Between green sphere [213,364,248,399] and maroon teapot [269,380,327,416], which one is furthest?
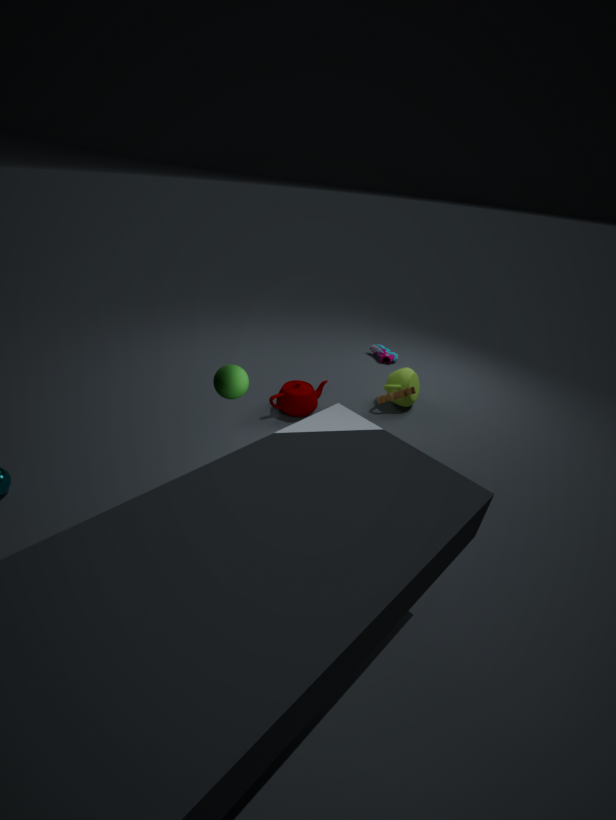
maroon teapot [269,380,327,416]
